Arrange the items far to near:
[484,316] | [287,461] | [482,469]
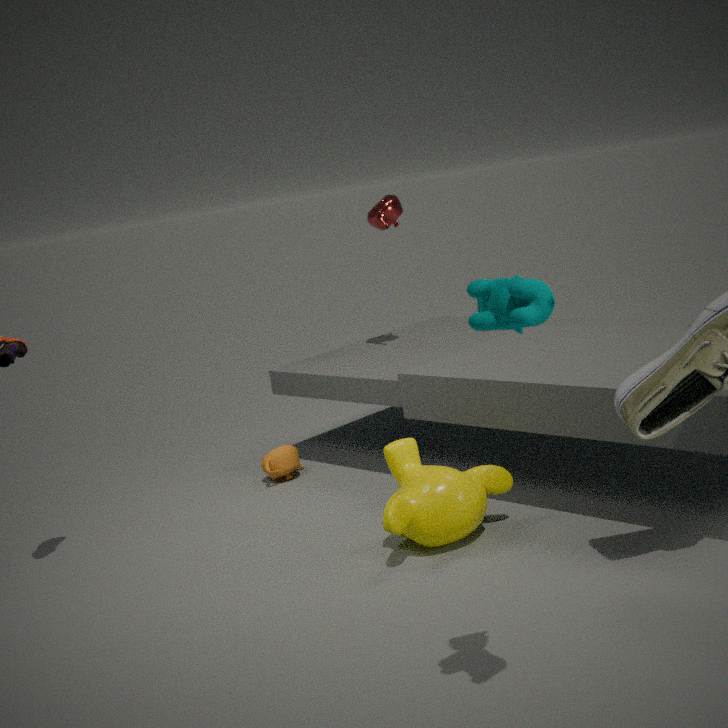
[287,461], [482,469], [484,316]
